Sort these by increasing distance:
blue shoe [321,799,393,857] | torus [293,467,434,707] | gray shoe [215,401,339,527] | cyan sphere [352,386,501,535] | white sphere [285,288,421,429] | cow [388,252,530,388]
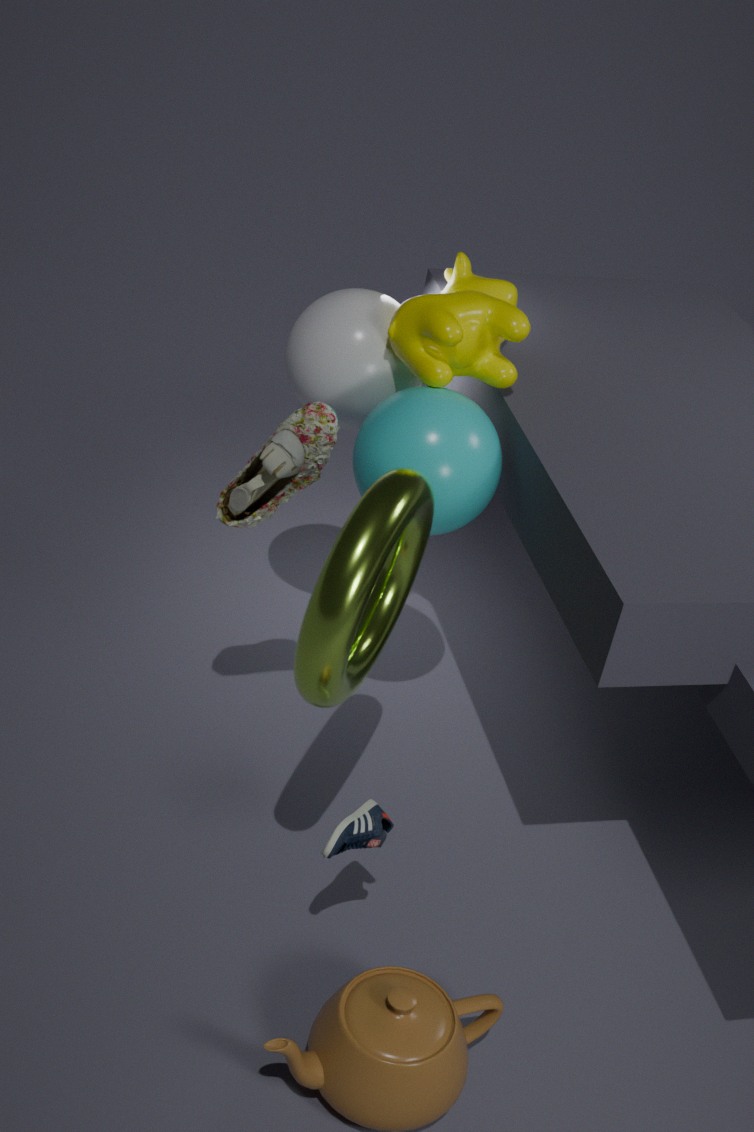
torus [293,467,434,707]
blue shoe [321,799,393,857]
gray shoe [215,401,339,527]
cyan sphere [352,386,501,535]
cow [388,252,530,388]
white sphere [285,288,421,429]
